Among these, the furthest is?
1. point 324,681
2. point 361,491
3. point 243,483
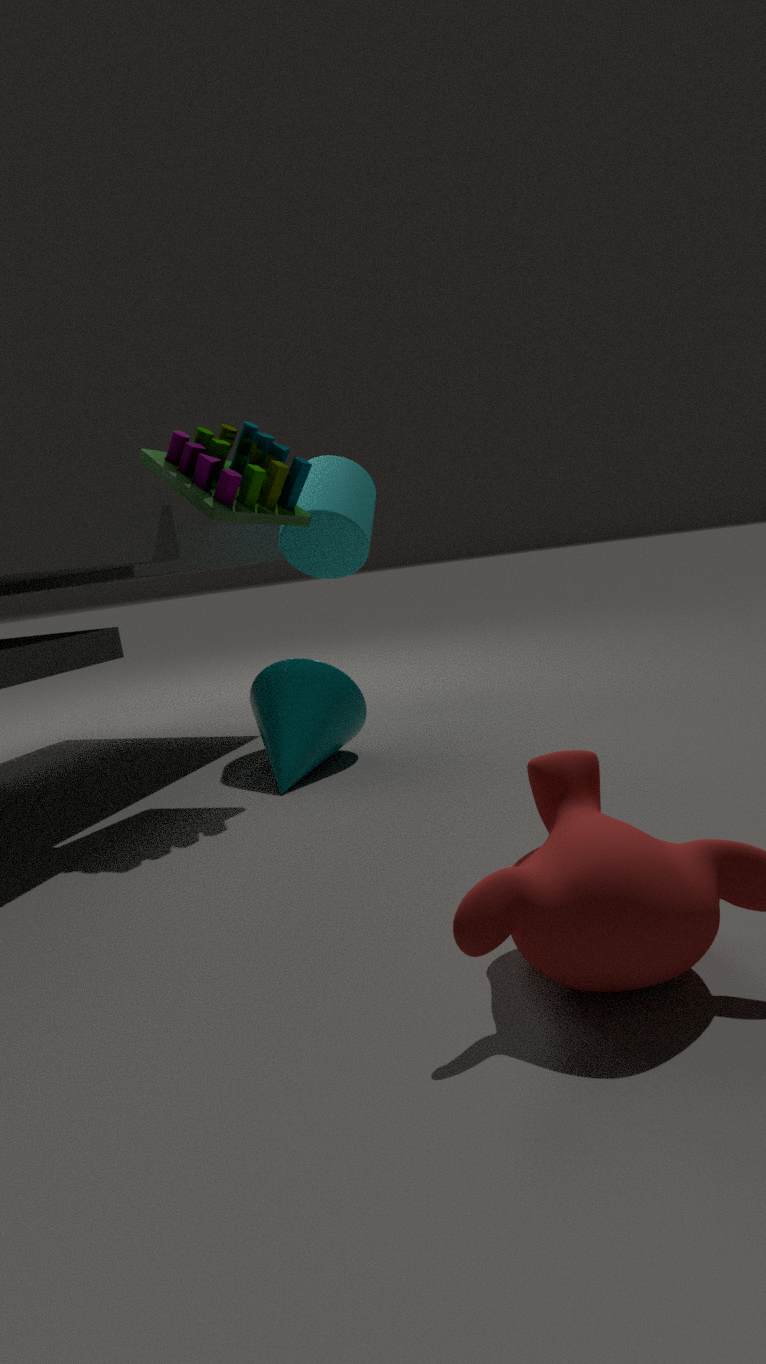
point 361,491
